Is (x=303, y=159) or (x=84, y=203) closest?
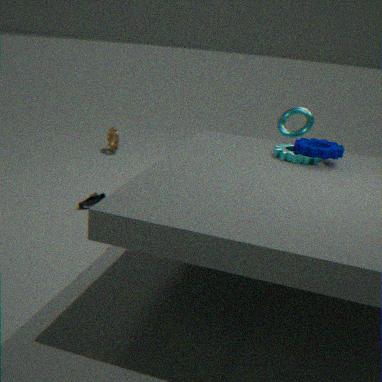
(x=303, y=159)
